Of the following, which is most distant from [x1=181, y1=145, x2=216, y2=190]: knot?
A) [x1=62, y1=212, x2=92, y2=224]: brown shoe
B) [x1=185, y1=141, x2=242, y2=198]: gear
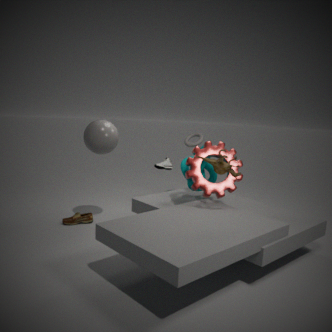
[x1=62, y1=212, x2=92, y2=224]: brown shoe
